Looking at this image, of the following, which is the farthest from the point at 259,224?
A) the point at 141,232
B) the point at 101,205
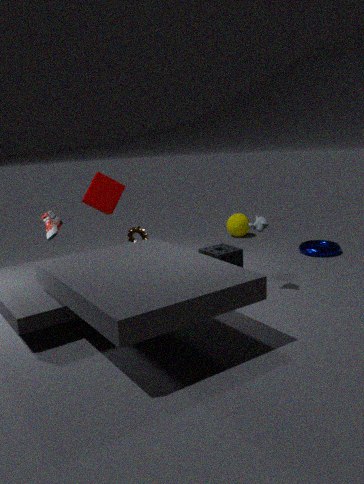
the point at 101,205
